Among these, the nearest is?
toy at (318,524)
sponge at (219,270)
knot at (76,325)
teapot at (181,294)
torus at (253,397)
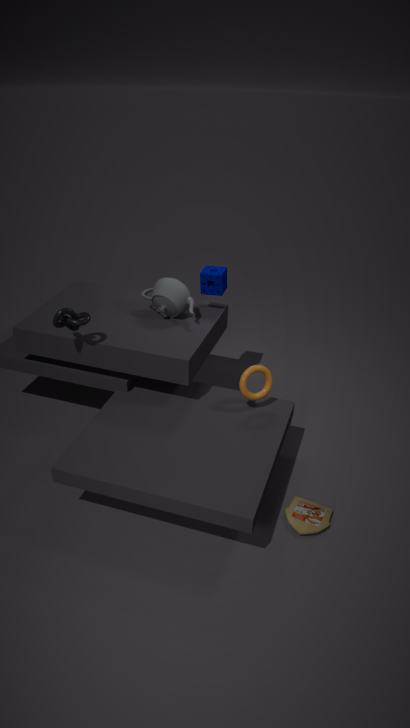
toy at (318,524)
